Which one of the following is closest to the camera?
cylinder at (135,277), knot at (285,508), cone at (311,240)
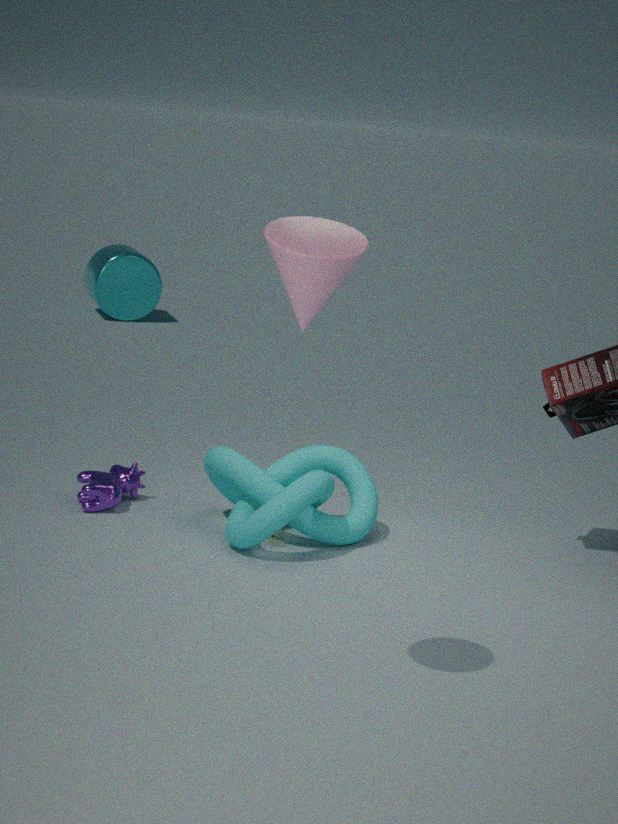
cone at (311,240)
